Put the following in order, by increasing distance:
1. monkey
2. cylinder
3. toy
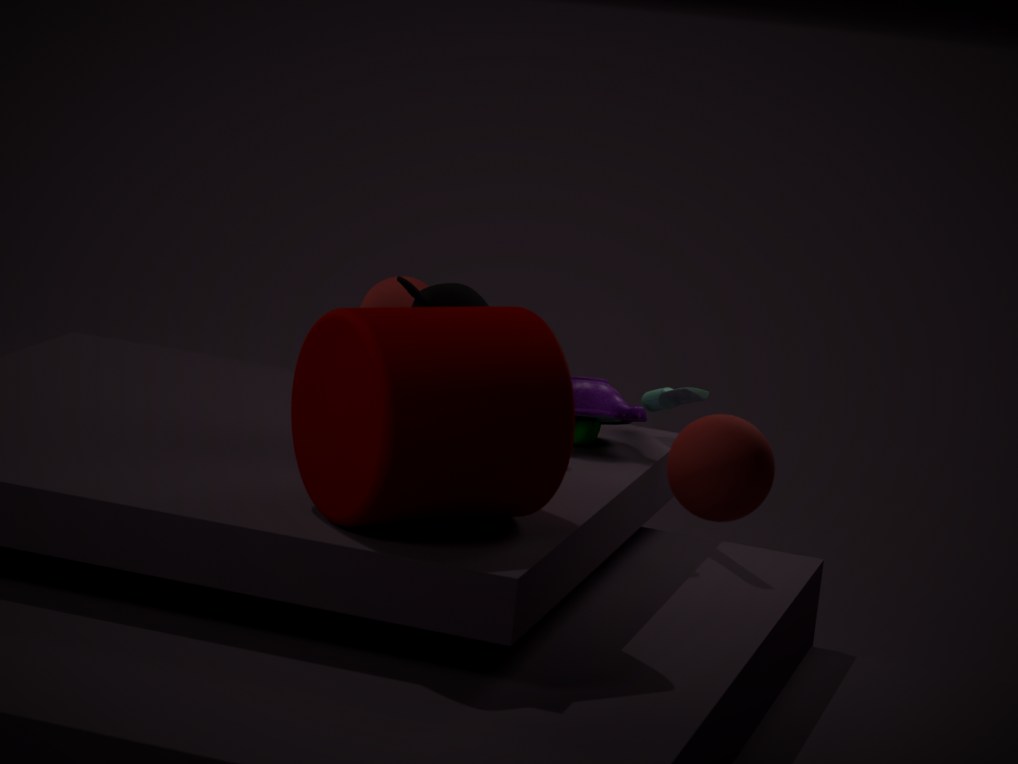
cylinder, monkey, toy
